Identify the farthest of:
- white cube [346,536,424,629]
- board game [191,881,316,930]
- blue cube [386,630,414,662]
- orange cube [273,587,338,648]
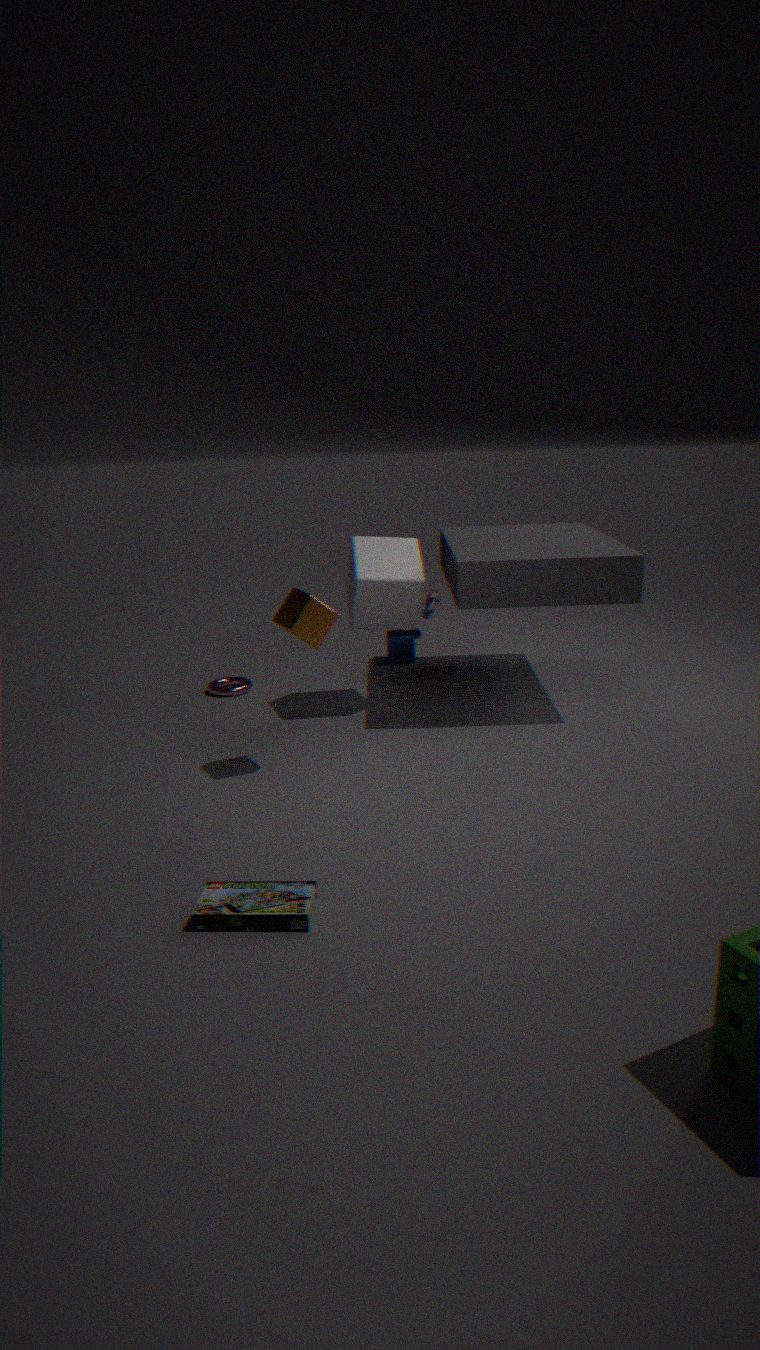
blue cube [386,630,414,662]
